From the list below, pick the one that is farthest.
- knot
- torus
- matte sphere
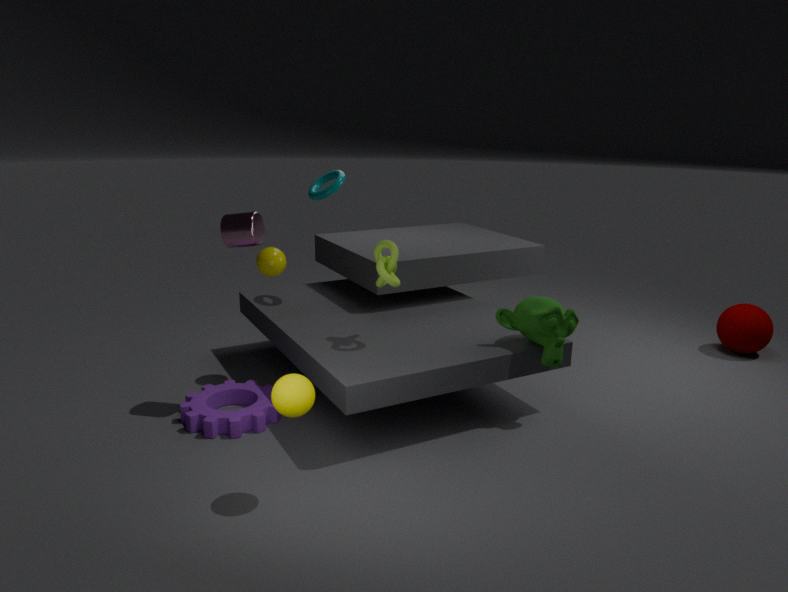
torus
